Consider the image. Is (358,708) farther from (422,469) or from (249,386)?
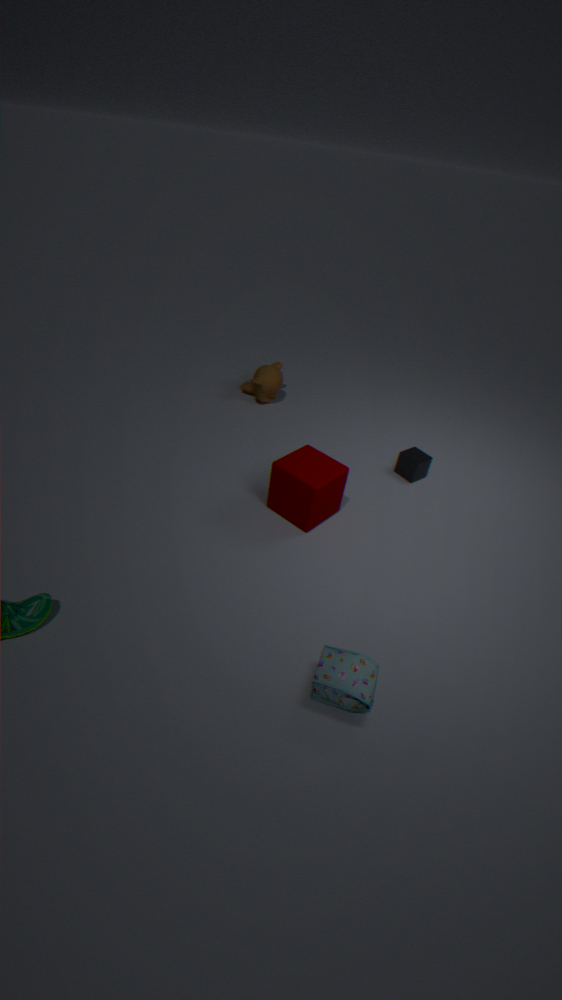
(249,386)
